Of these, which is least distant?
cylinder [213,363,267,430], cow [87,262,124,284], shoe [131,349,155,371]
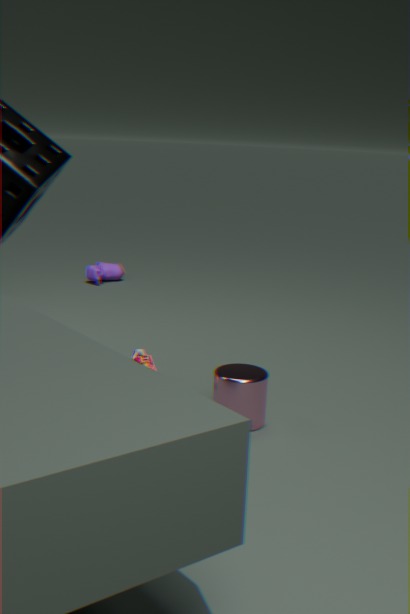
cylinder [213,363,267,430]
